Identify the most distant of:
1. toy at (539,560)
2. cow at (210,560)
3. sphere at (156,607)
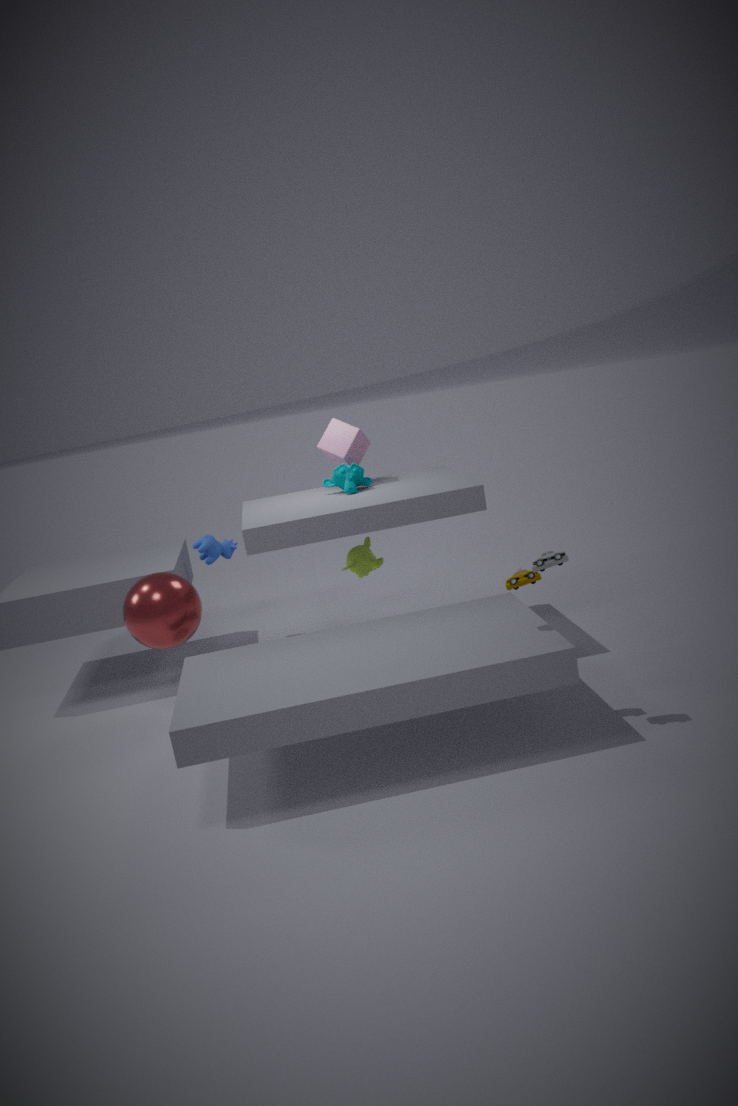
cow at (210,560)
